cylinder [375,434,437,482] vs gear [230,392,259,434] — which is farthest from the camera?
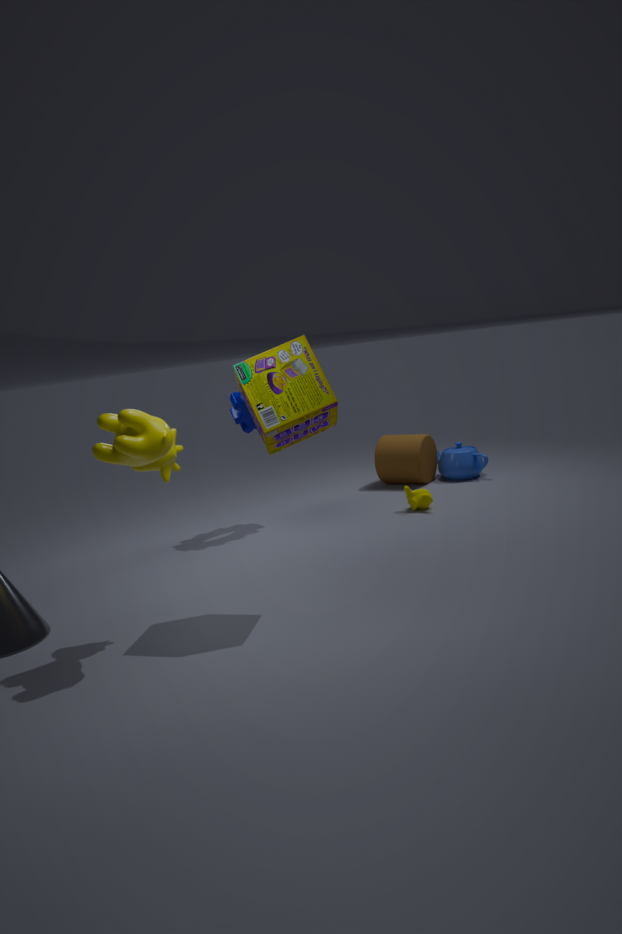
cylinder [375,434,437,482]
